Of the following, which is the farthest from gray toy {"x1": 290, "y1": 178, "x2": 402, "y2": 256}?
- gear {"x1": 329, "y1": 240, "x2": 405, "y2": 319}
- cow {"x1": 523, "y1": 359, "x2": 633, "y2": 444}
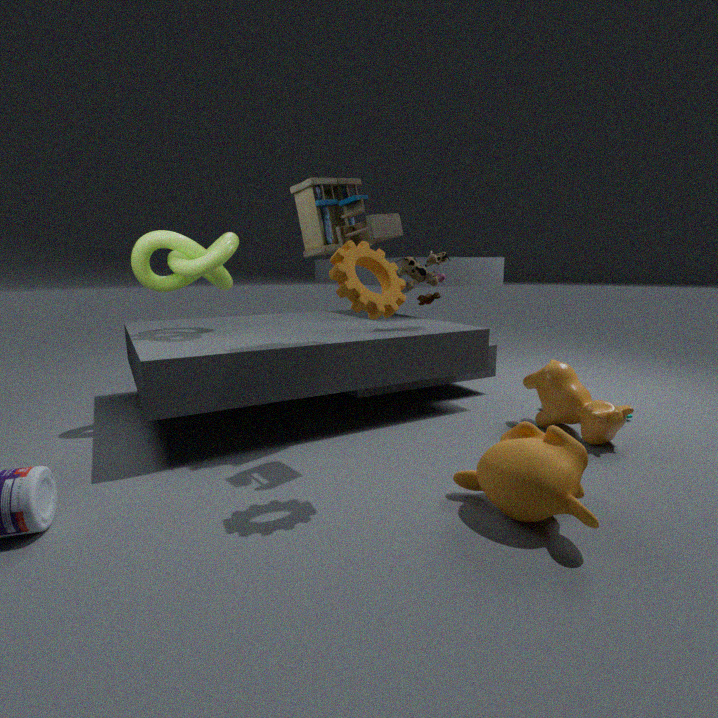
cow {"x1": 523, "y1": 359, "x2": 633, "y2": 444}
